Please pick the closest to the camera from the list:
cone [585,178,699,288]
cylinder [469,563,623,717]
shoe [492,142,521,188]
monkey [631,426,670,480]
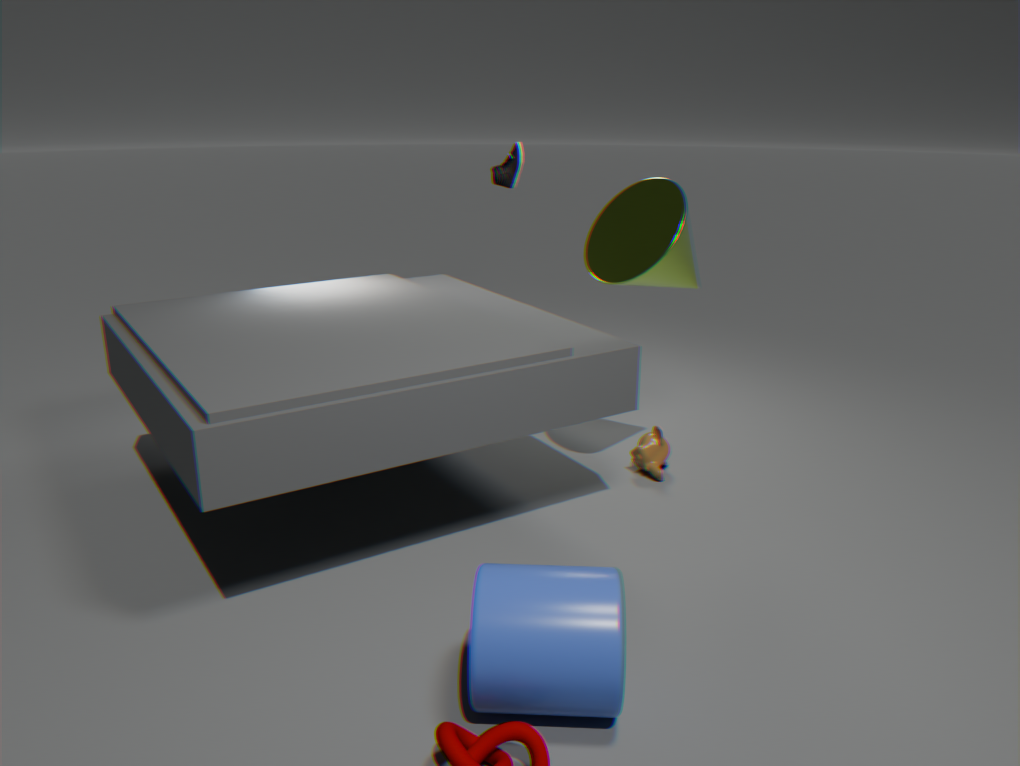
cylinder [469,563,623,717]
